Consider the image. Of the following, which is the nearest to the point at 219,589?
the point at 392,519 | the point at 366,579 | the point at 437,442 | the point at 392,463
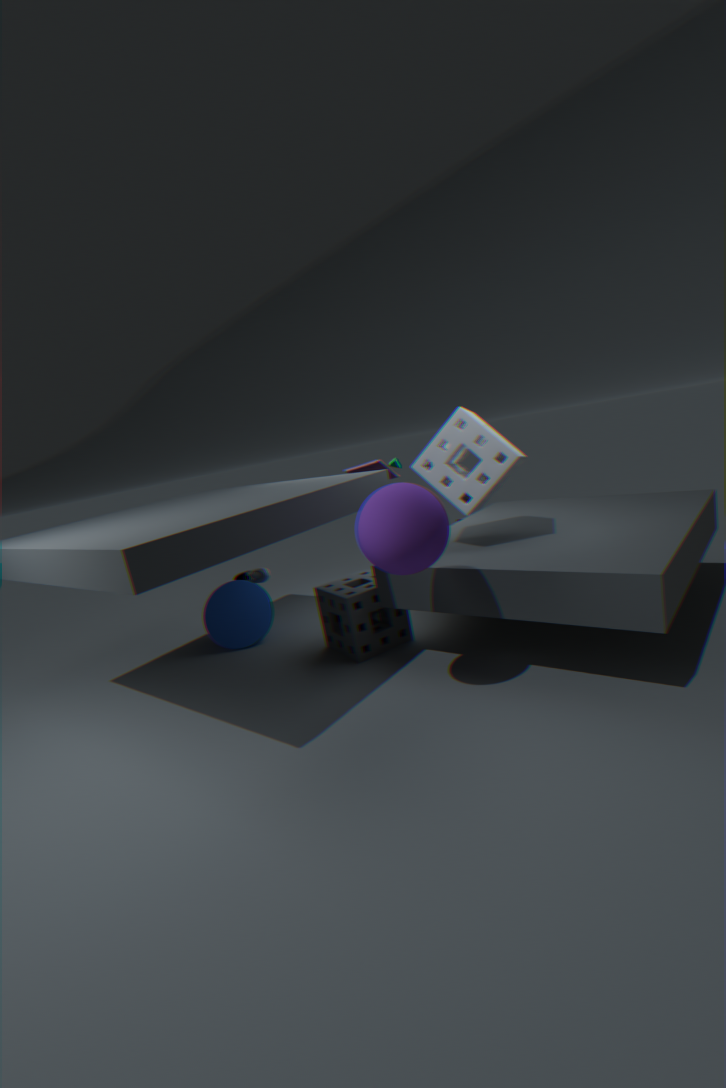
the point at 366,579
